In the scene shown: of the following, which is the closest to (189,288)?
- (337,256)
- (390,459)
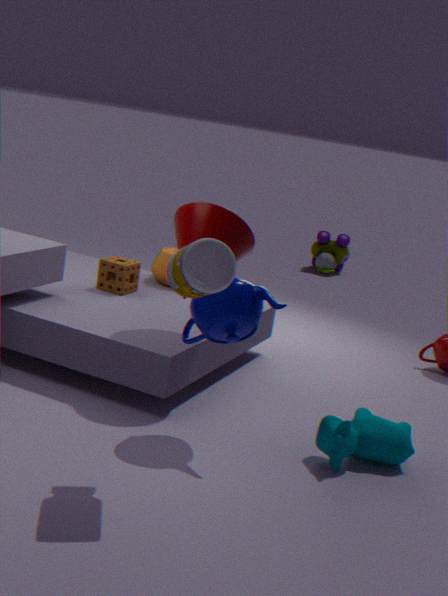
(390,459)
